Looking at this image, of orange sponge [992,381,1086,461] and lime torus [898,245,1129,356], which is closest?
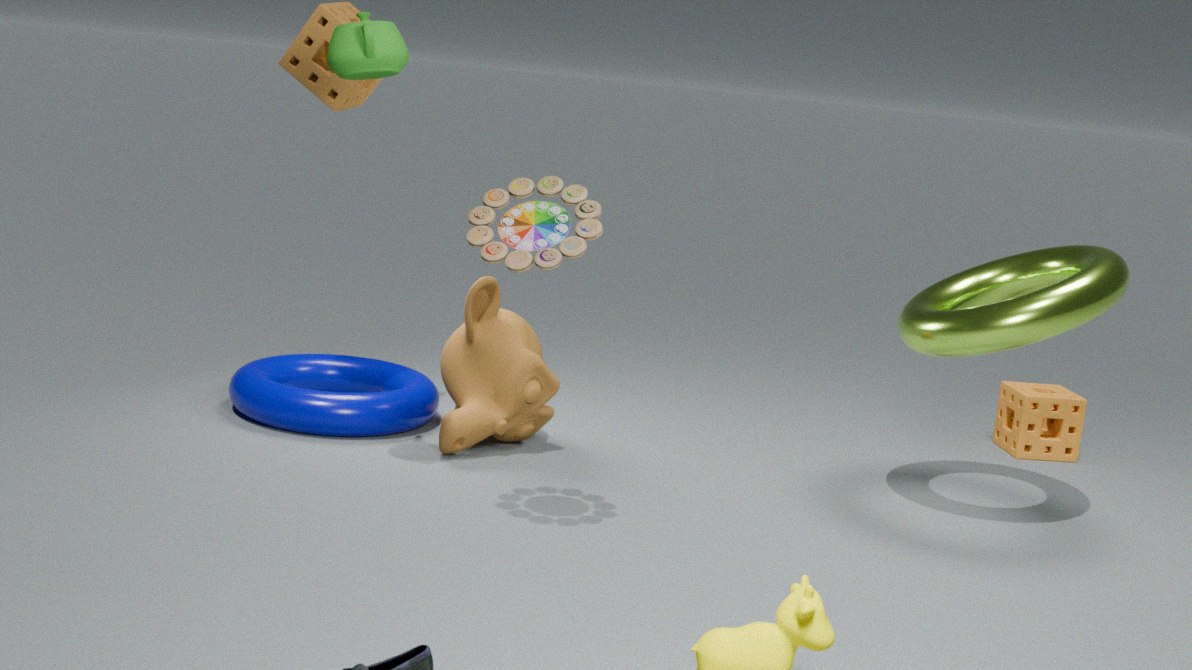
lime torus [898,245,1129,356]
